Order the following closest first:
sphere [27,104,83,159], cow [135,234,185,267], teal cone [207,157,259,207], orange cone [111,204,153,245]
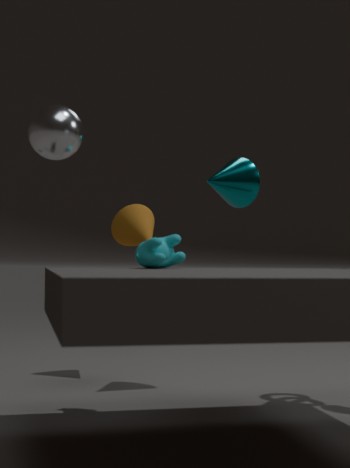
sphere [27,104,83,159]
cow [135,234,185,267]
teal cone [207,157,259,207]
orange cone [111,204,153,245]
